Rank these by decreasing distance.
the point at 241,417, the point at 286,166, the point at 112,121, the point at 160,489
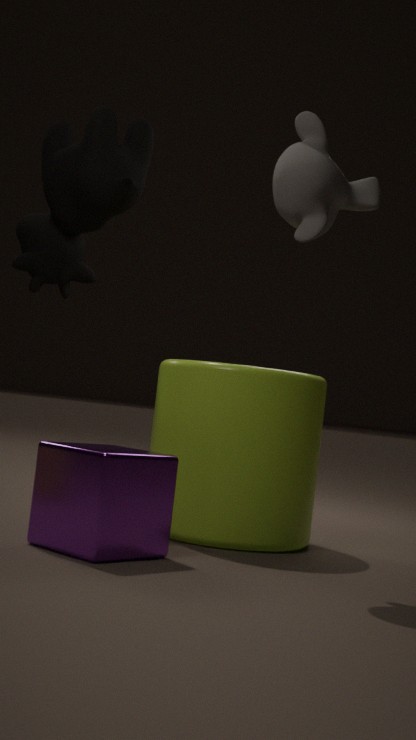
1. the point at 112,121
2. the point at 241,417
3. the point at 286,166
4. the point at 160,489
